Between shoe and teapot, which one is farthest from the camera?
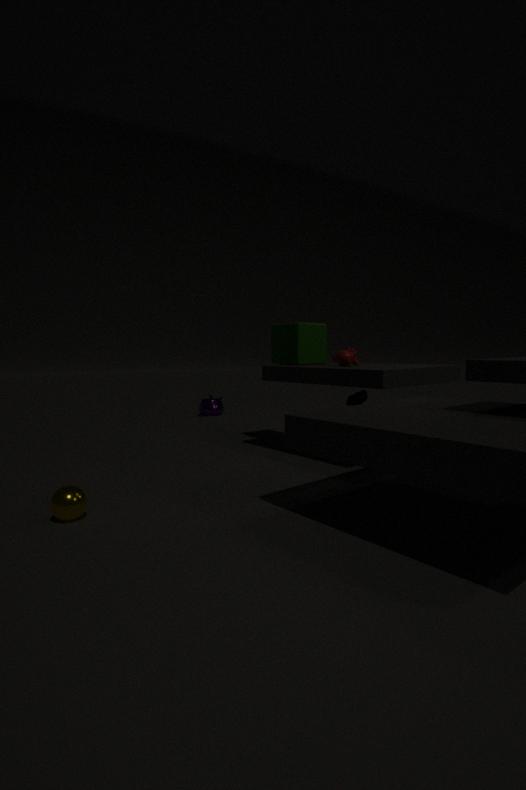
teapot
